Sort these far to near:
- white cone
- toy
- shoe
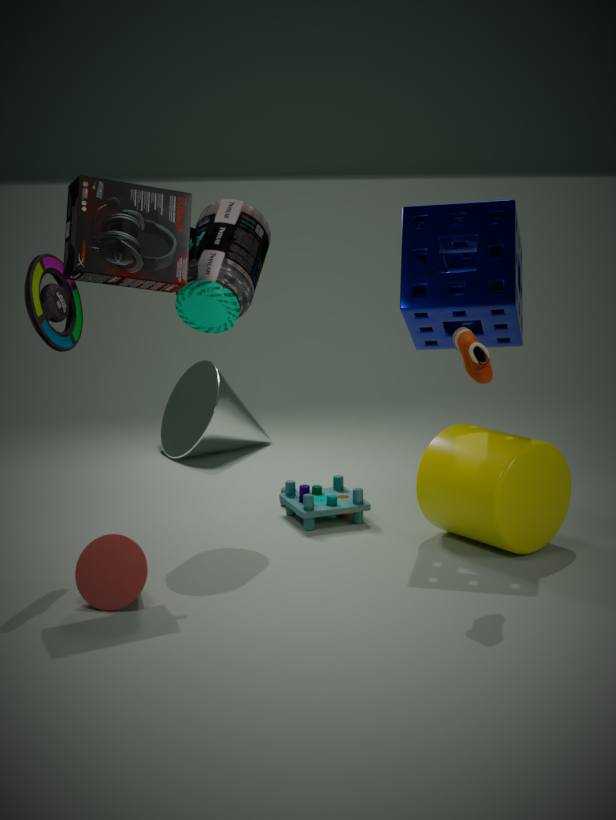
white cone, toy, shoe
